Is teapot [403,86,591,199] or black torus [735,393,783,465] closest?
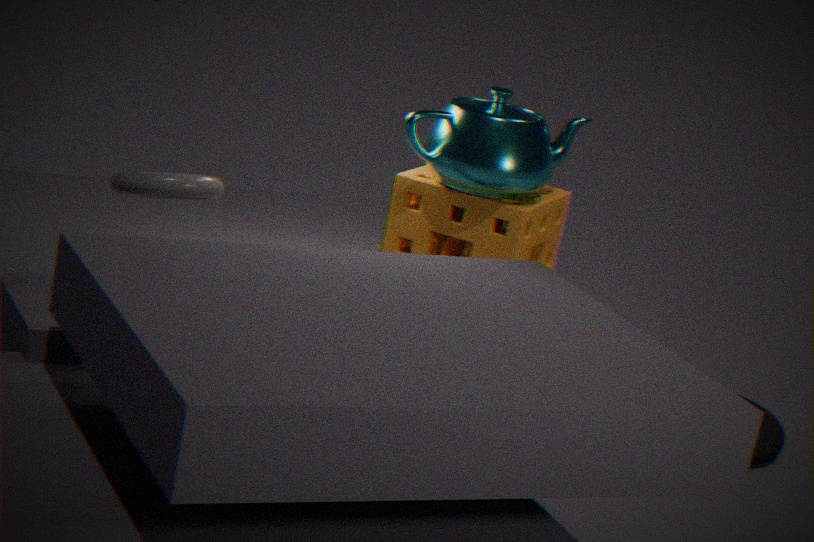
teapot [403,86,591,199]
